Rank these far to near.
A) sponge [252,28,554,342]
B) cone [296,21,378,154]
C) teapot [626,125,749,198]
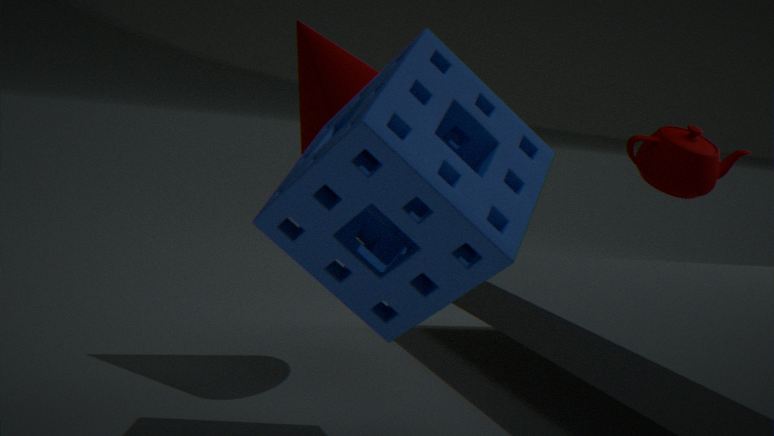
1. teapot [626,125,749,198]
2. cone [296,21,378,154]
3. sponge [252,28,554,342]
